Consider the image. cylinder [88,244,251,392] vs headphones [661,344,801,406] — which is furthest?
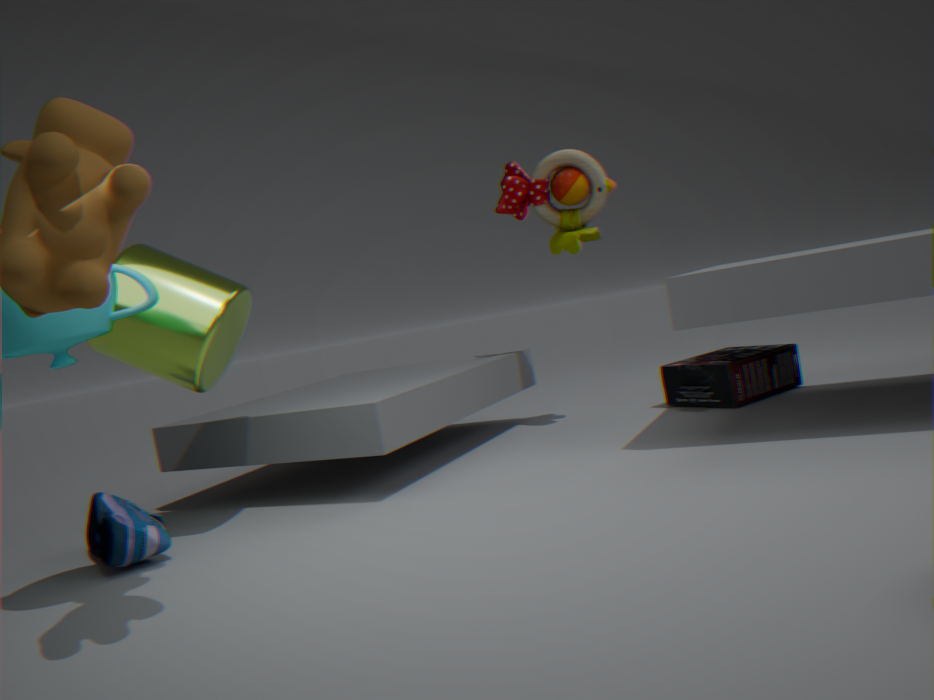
headphones [661,344,801,406]
